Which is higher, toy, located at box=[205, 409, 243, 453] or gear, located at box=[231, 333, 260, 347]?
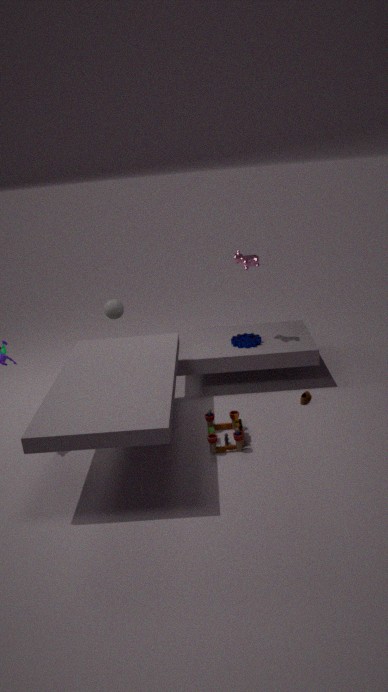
gear, located at box=[231, 333, 260, 347]
